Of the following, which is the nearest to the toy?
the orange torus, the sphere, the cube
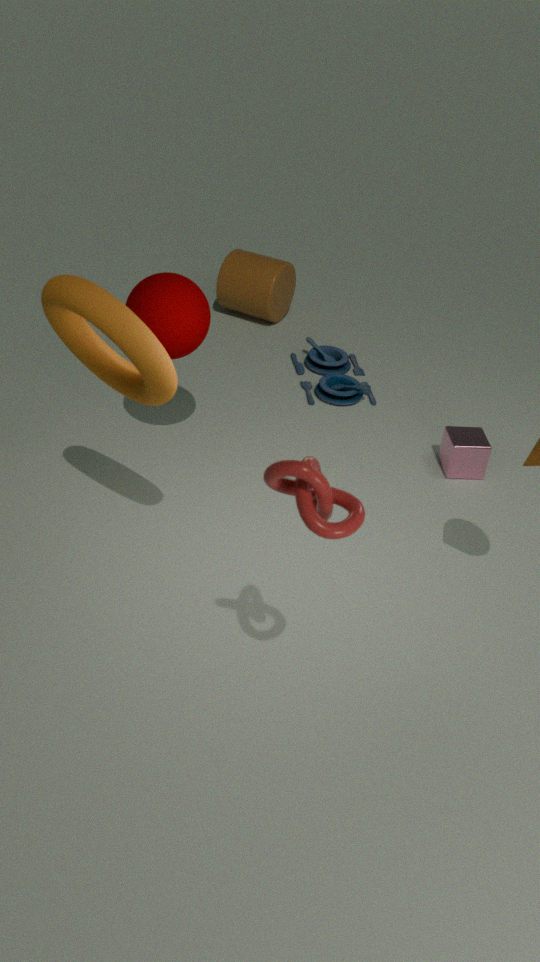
the cube
